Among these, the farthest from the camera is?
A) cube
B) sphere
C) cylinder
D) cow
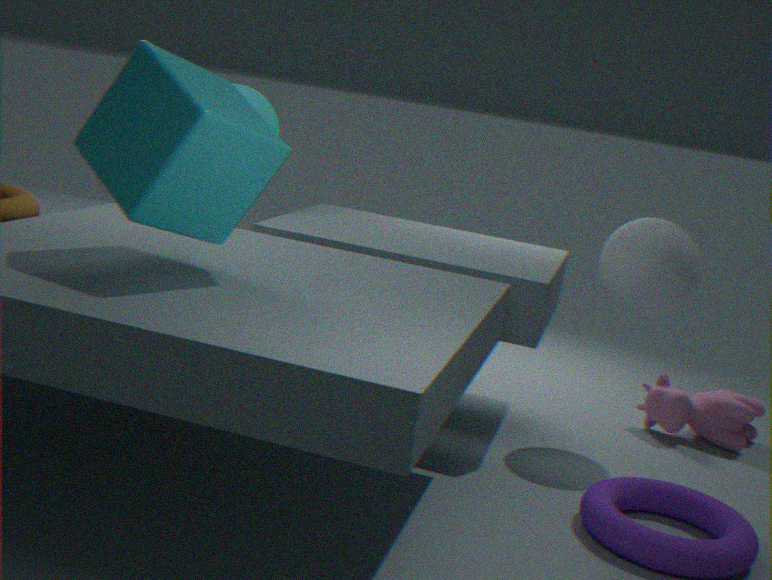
cow
